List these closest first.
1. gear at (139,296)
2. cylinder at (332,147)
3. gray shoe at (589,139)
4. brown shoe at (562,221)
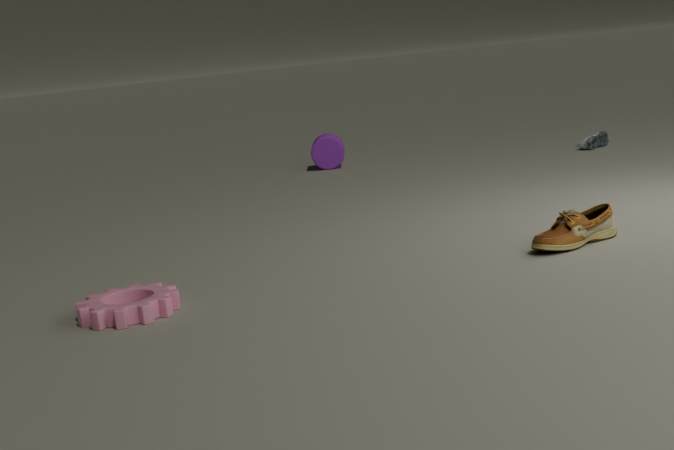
gear at (139,296) < brown shoe at (562,221) < gray shoe at (589,139) < cylinder at (332,147)
